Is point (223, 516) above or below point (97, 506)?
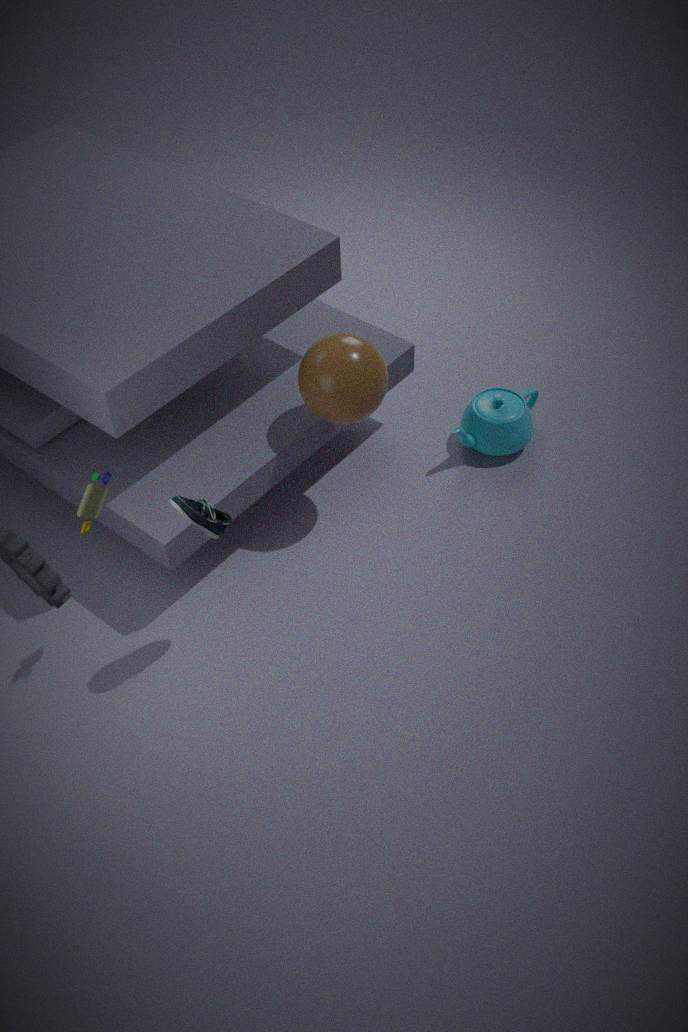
below
